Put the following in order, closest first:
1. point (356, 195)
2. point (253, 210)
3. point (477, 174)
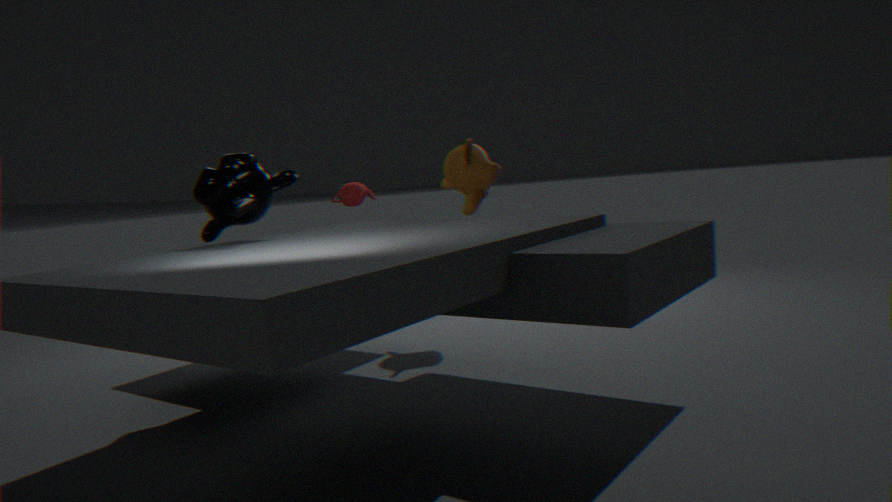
1. point (253, 210)
2. point (477, 174)
3. point (356, 195)
